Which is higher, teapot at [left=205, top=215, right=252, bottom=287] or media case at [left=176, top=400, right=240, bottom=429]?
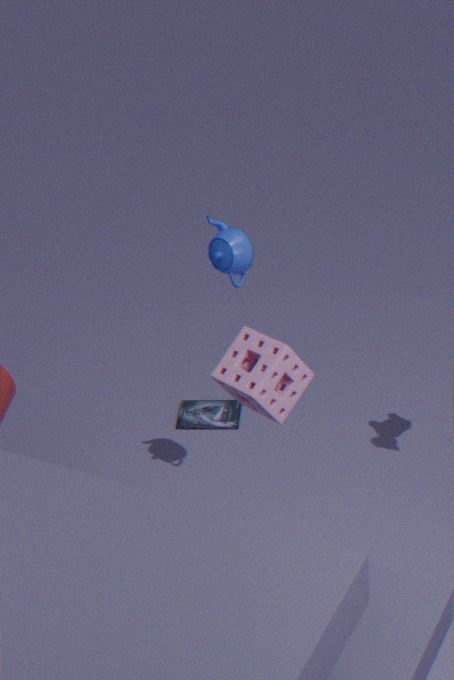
teapot at [left=205, top=215, right=252, bottom=287]
